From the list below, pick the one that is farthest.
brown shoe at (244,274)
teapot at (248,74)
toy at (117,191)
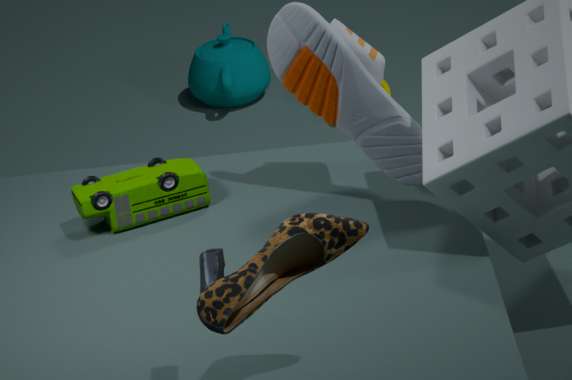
teapot at (248,74)
